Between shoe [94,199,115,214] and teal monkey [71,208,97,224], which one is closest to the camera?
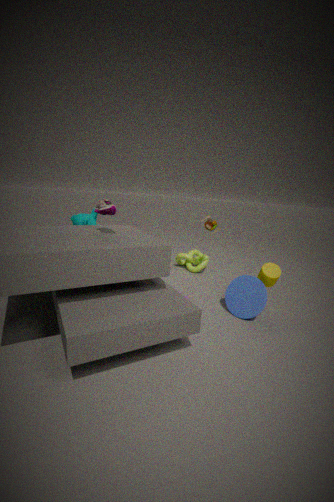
shoe [94,199,115,214]
